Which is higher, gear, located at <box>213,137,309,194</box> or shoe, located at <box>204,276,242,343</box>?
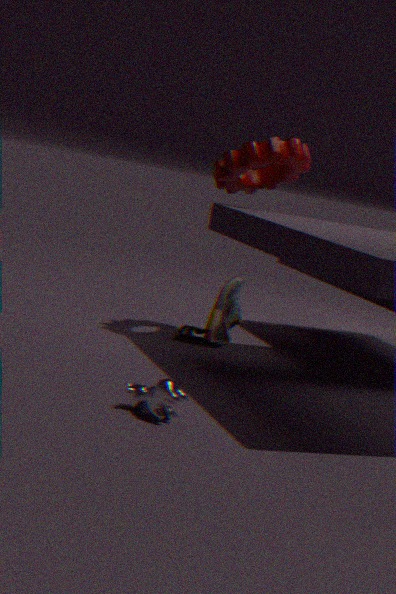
gear, located at <box>213,137,309,194</box>
